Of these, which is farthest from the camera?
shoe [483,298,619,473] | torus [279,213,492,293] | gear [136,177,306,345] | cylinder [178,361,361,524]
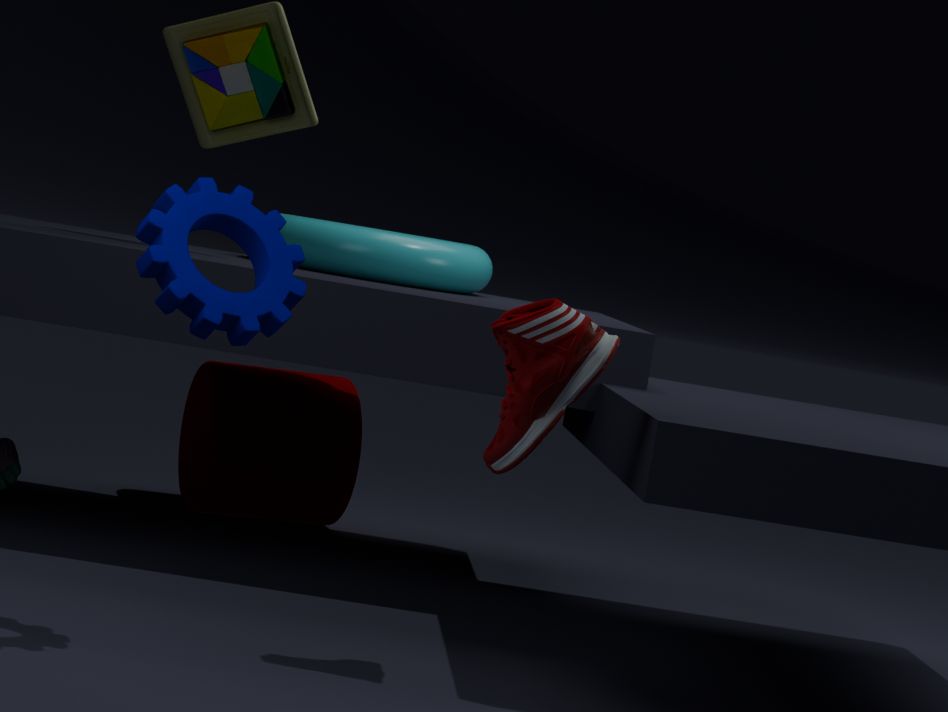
cylinder [178,361,361,524]
